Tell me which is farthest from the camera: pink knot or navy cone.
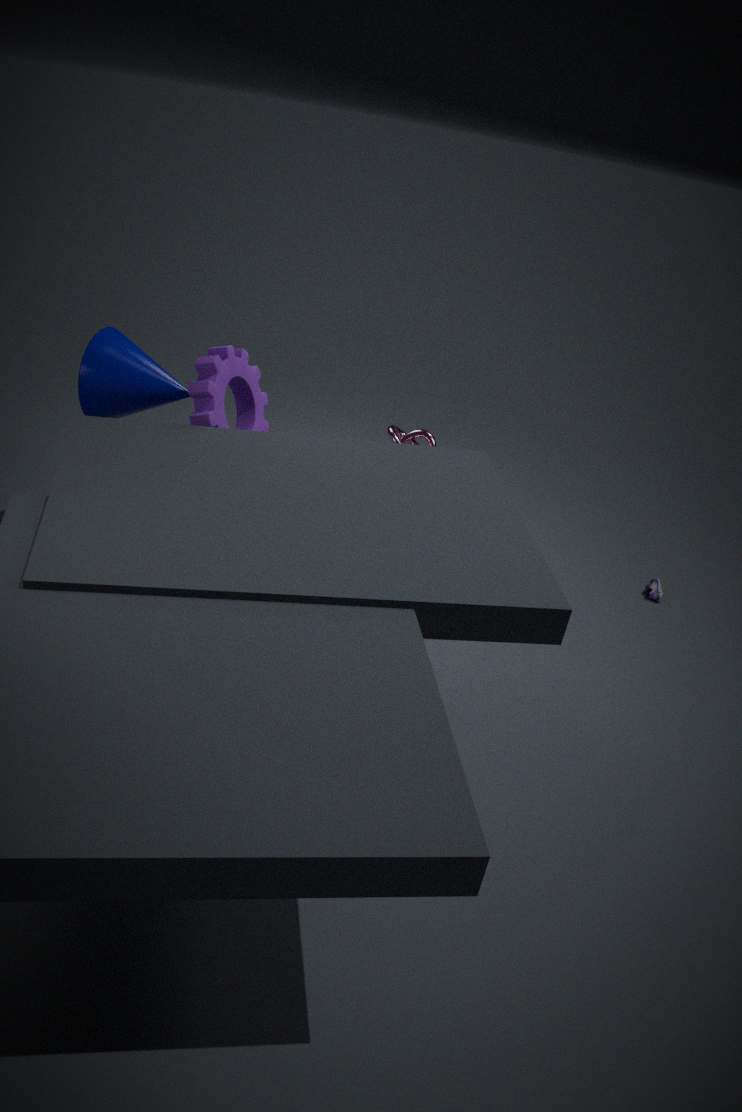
pink knot
